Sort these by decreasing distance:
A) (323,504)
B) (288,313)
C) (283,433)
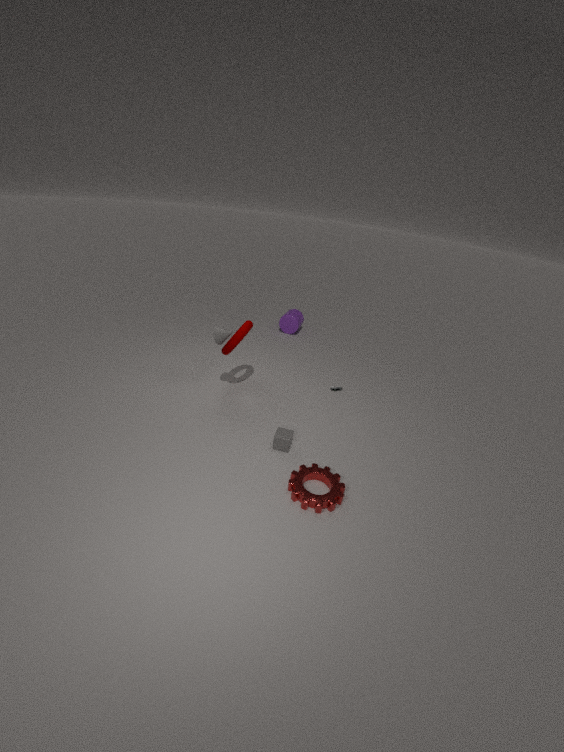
(288,313)
(283,433)
(323,504)
